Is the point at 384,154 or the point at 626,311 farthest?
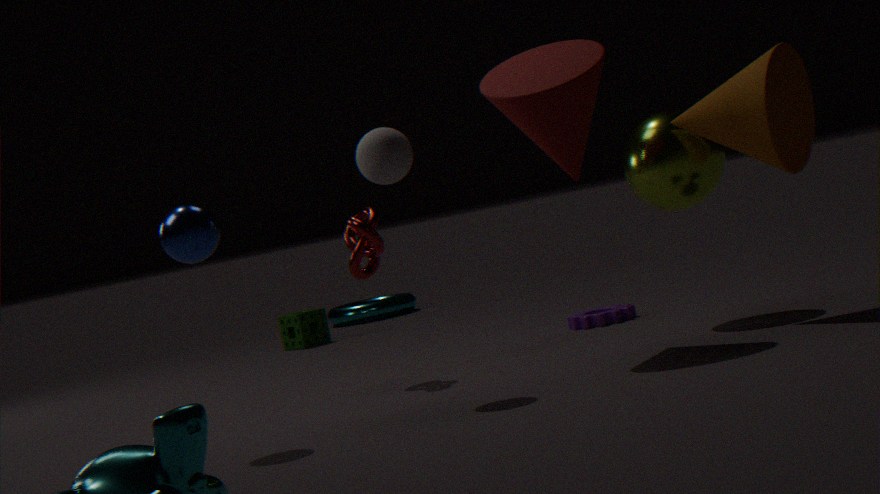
the point at 626,311
